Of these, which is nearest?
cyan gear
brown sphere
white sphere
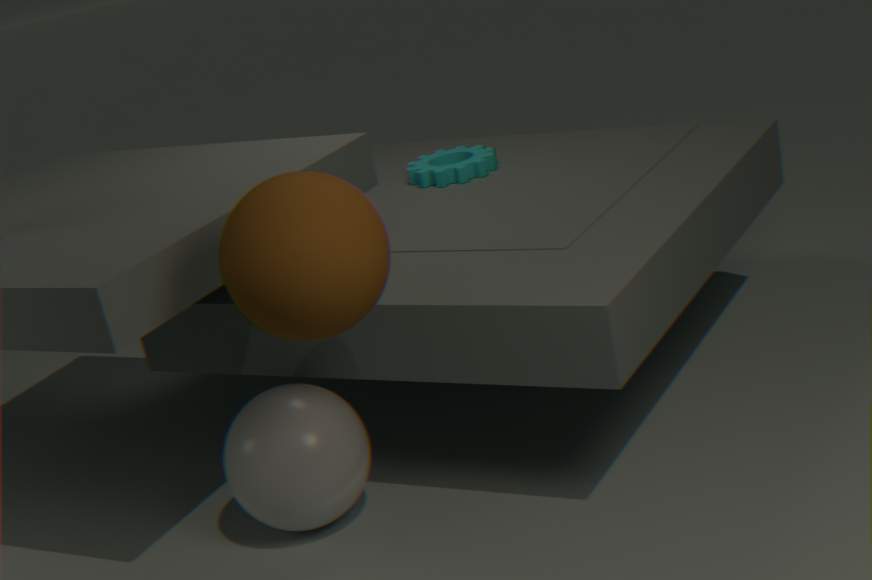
brown sphere
